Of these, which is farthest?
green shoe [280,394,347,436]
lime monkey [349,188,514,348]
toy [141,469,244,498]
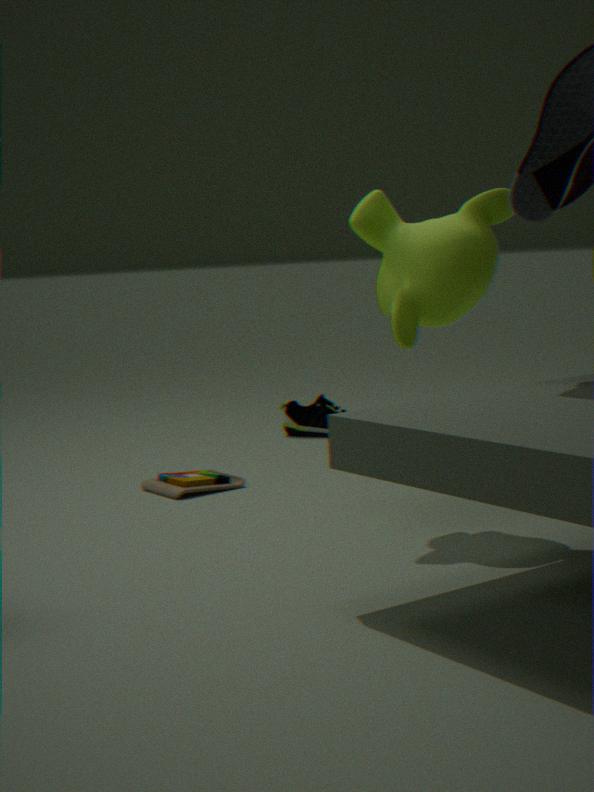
green shoe [280,394,347,436]
